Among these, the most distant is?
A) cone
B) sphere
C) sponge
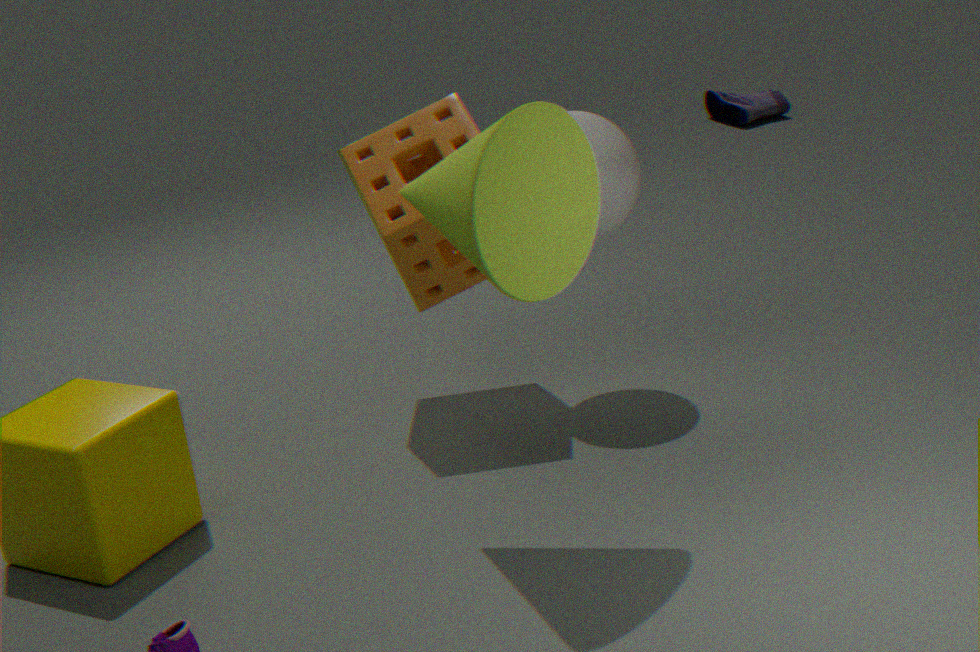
sponge
